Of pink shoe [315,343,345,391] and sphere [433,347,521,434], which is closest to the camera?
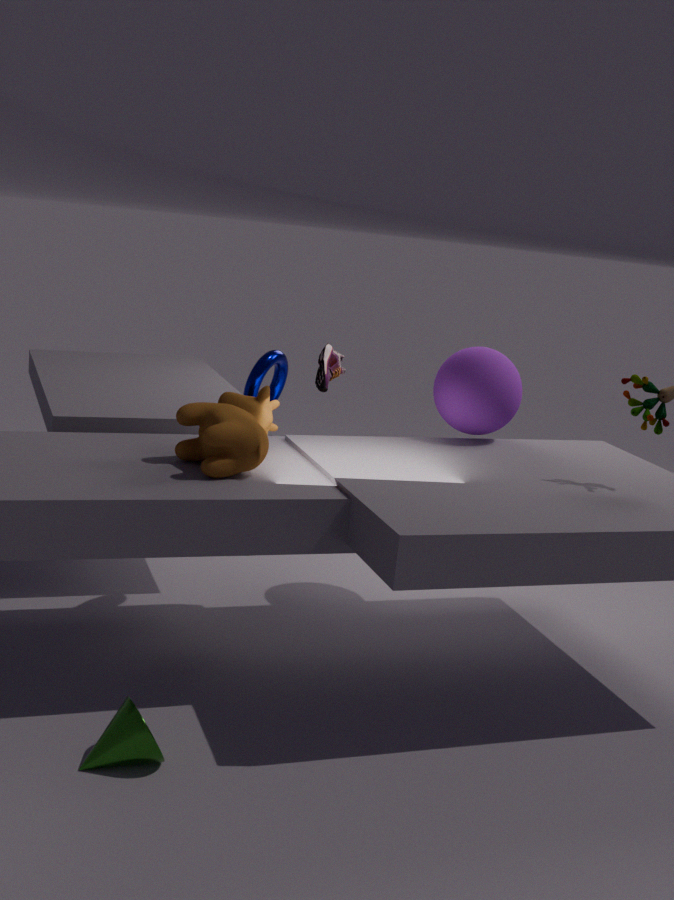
sphere [433,347,521,434]
